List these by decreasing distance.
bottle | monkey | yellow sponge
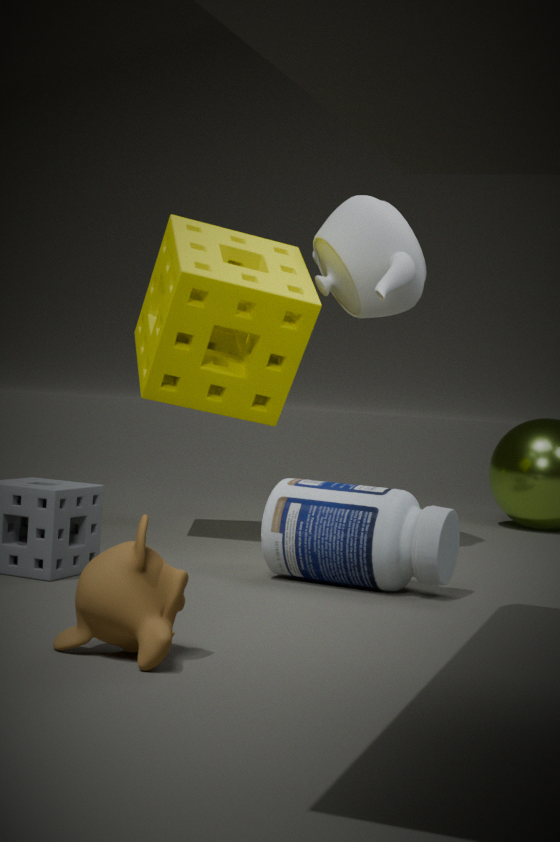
yellow sponge < bottle < monkey
